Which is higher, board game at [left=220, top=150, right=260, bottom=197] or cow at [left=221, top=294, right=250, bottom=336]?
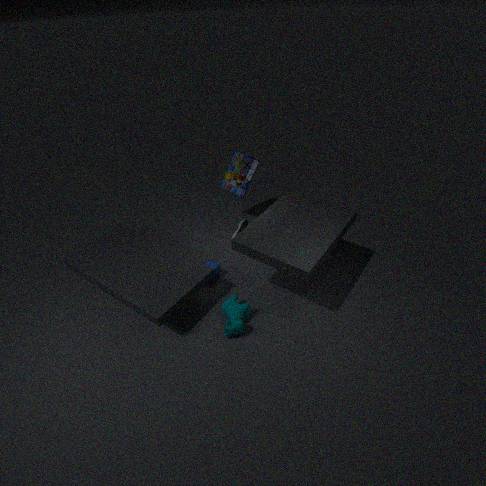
board game at [left=220, top=150, right=260, bottom=197]
